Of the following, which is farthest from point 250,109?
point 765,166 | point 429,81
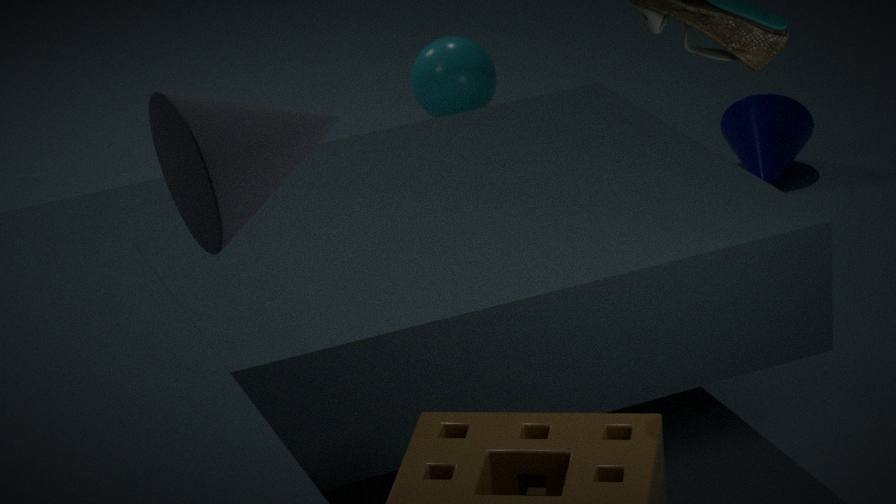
point 765,166
